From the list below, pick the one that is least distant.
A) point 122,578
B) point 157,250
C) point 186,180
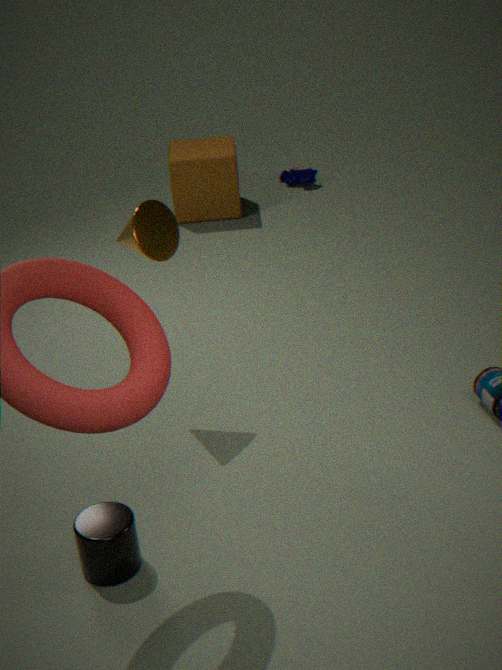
point 122,578
